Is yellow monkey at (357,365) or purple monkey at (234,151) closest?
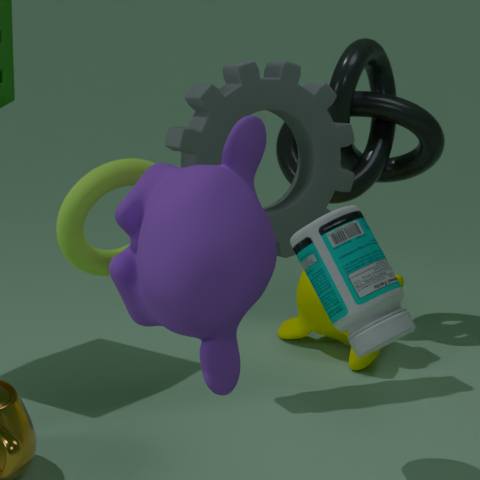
purple monkey at (234,151)
